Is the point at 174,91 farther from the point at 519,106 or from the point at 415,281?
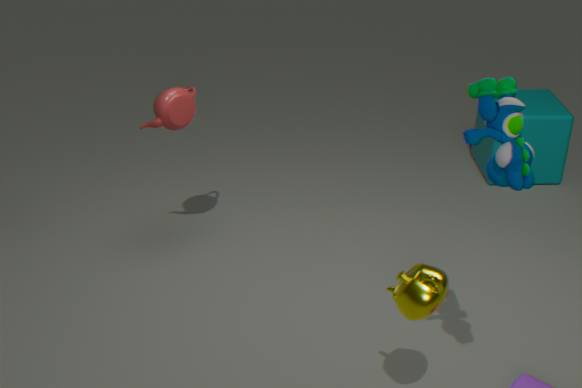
the point at 519,106
